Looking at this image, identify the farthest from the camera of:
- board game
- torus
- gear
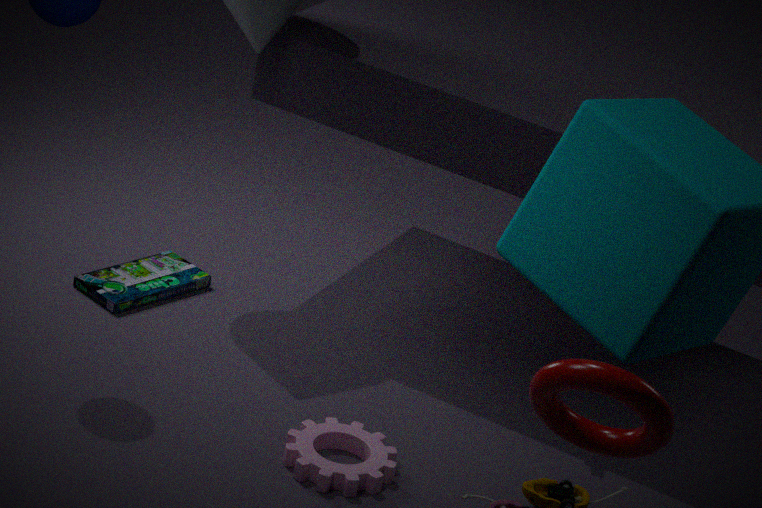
board game
